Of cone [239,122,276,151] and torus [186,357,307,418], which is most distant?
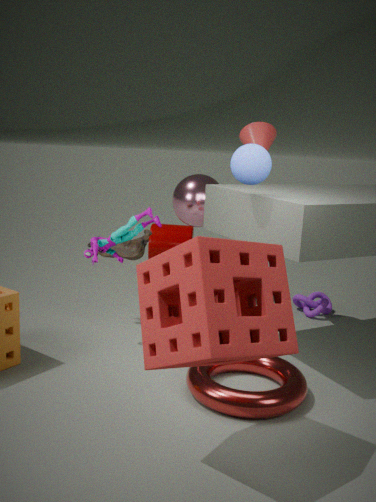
cone [239,122,276,151]
